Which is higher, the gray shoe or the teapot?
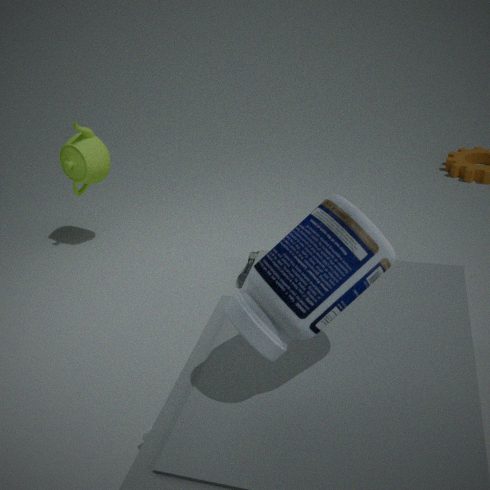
the teapot
